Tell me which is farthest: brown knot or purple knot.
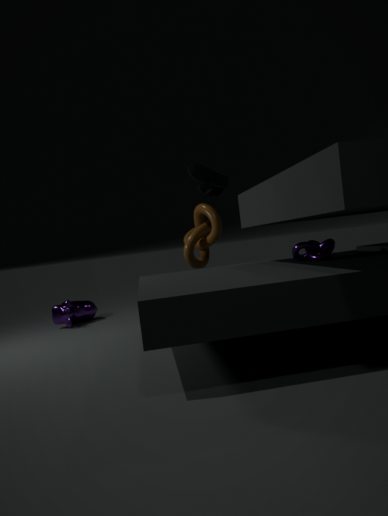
brown knot
